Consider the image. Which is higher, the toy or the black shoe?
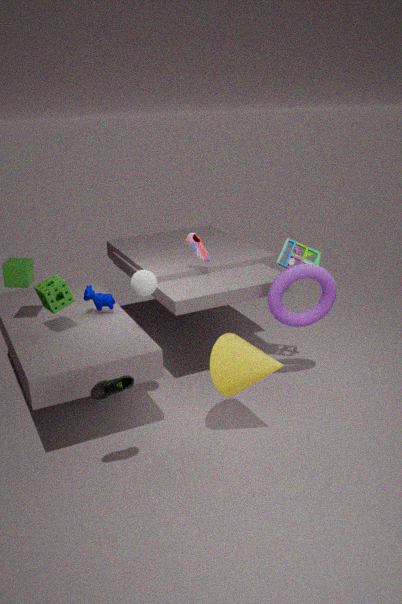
the toy
